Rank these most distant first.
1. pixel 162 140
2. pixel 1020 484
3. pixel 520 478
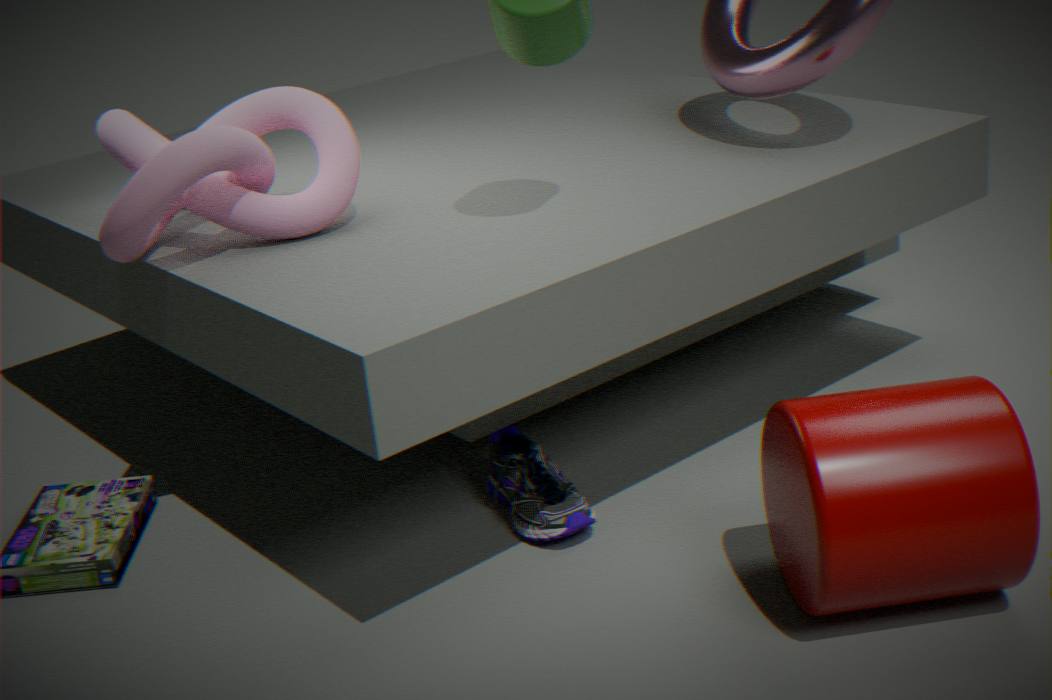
1. pixel 162 140
2. pixel 520 478
3. pixel 1020 484
